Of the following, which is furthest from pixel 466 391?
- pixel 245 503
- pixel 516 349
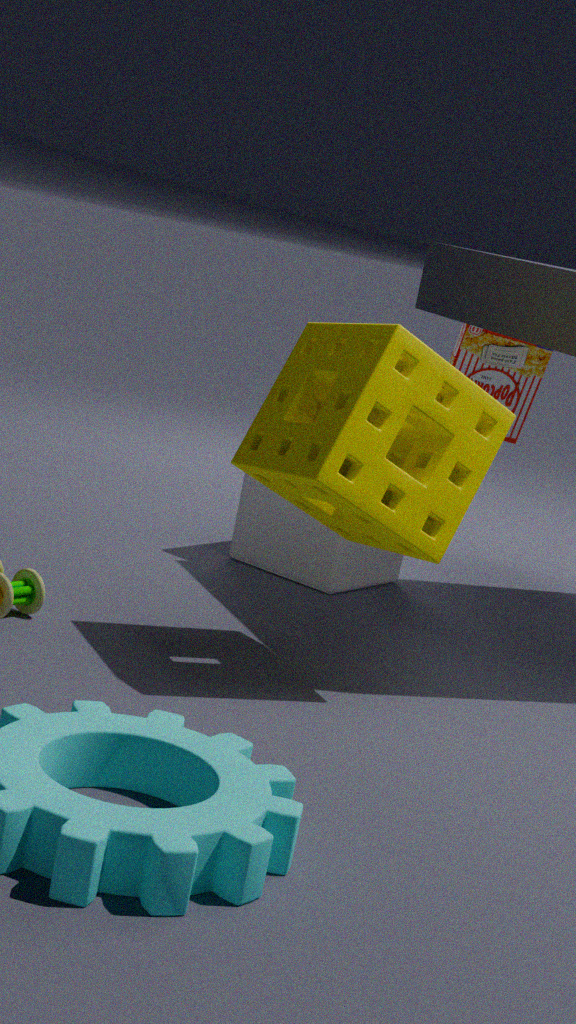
pixel 516 349
